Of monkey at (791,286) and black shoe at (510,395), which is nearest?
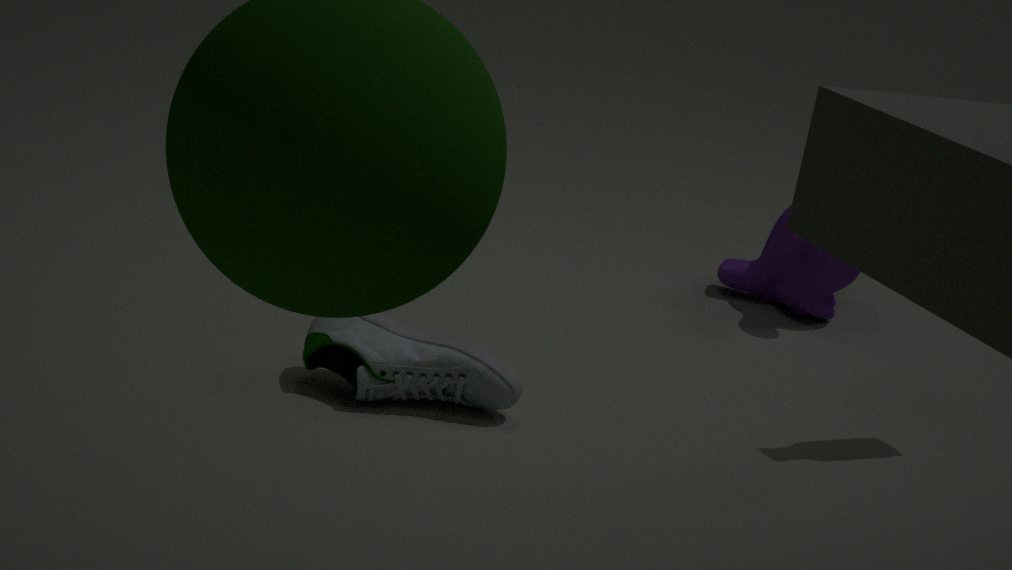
black shoe at (510,395)
